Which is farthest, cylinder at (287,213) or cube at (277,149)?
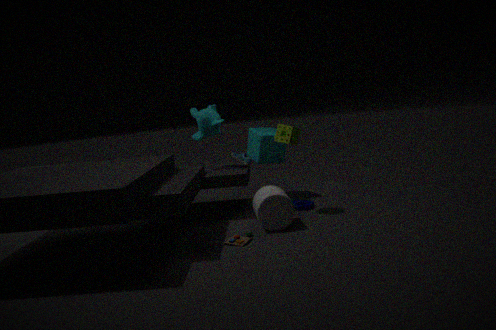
cube at (277,149)
